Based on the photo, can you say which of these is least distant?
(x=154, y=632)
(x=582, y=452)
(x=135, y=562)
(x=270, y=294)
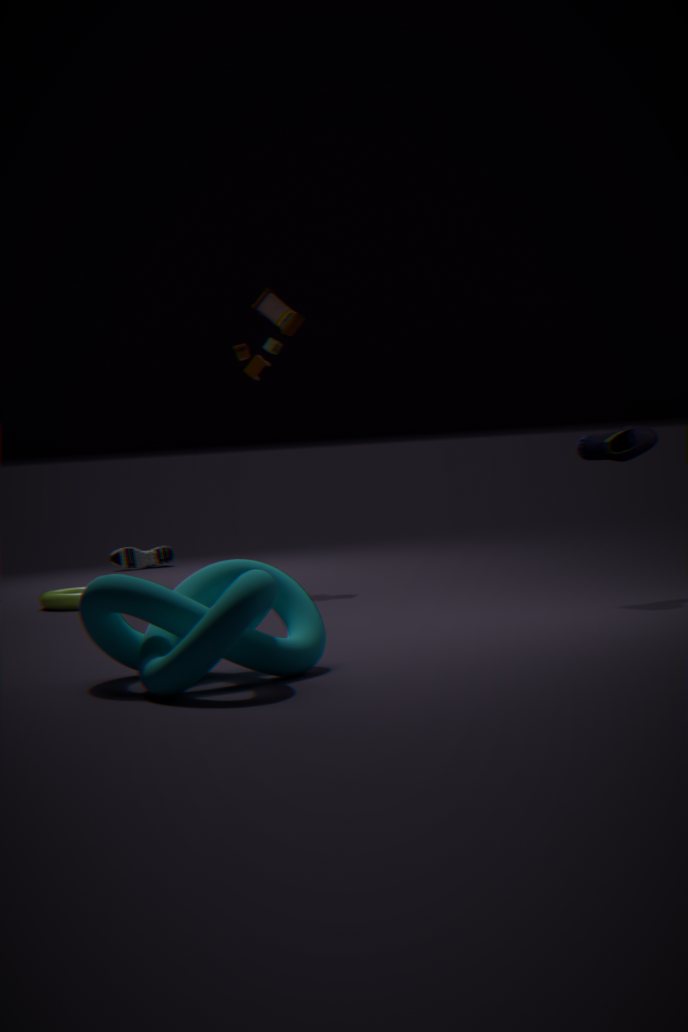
(x=154, y=632)
